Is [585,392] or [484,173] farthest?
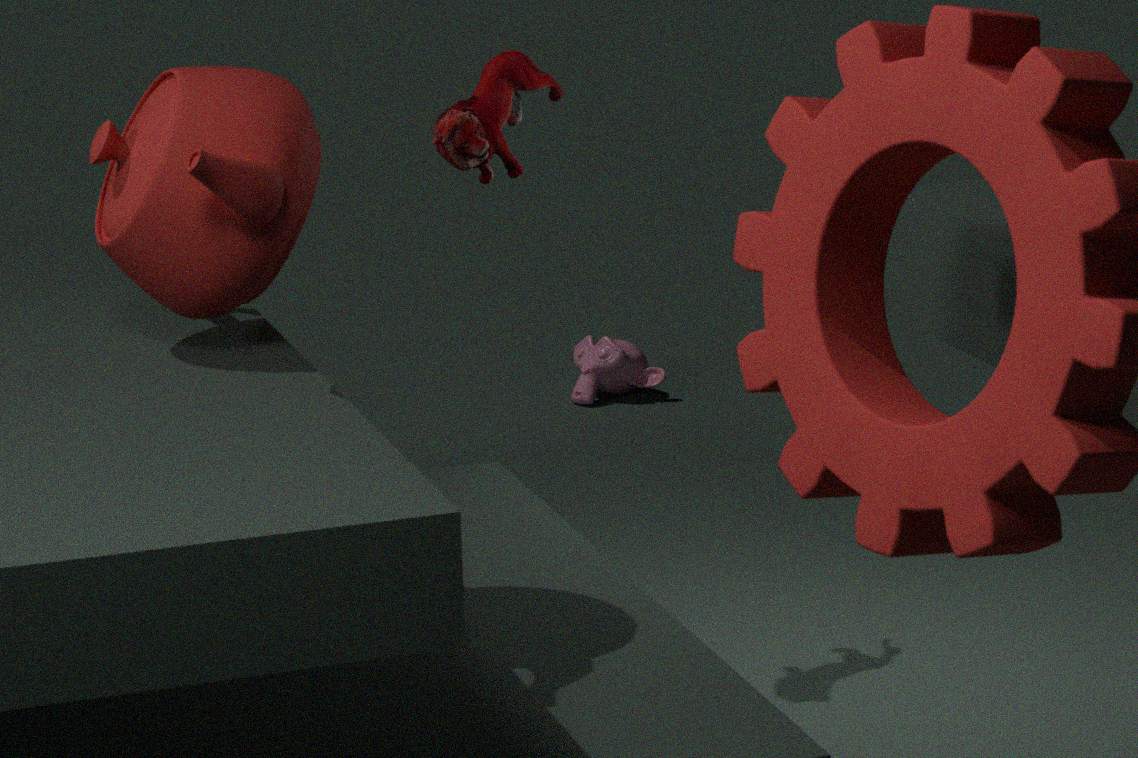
[585,392]
